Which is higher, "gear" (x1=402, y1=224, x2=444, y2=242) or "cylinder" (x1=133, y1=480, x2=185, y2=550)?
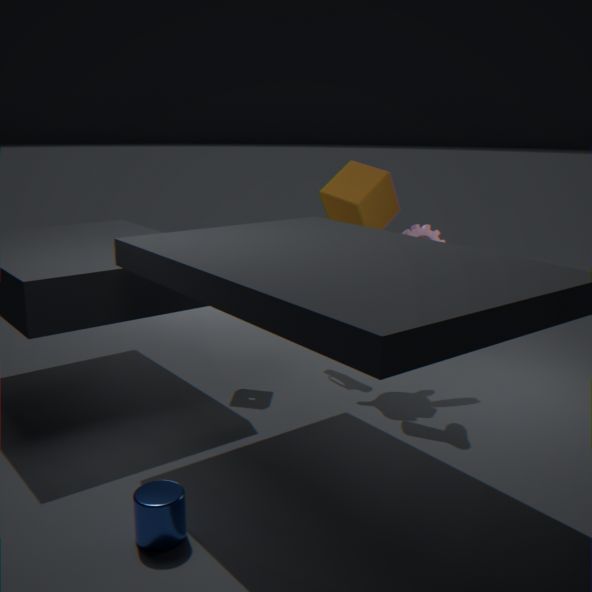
"gear" (x1=402, y1=224, x2=444, y2=242)
